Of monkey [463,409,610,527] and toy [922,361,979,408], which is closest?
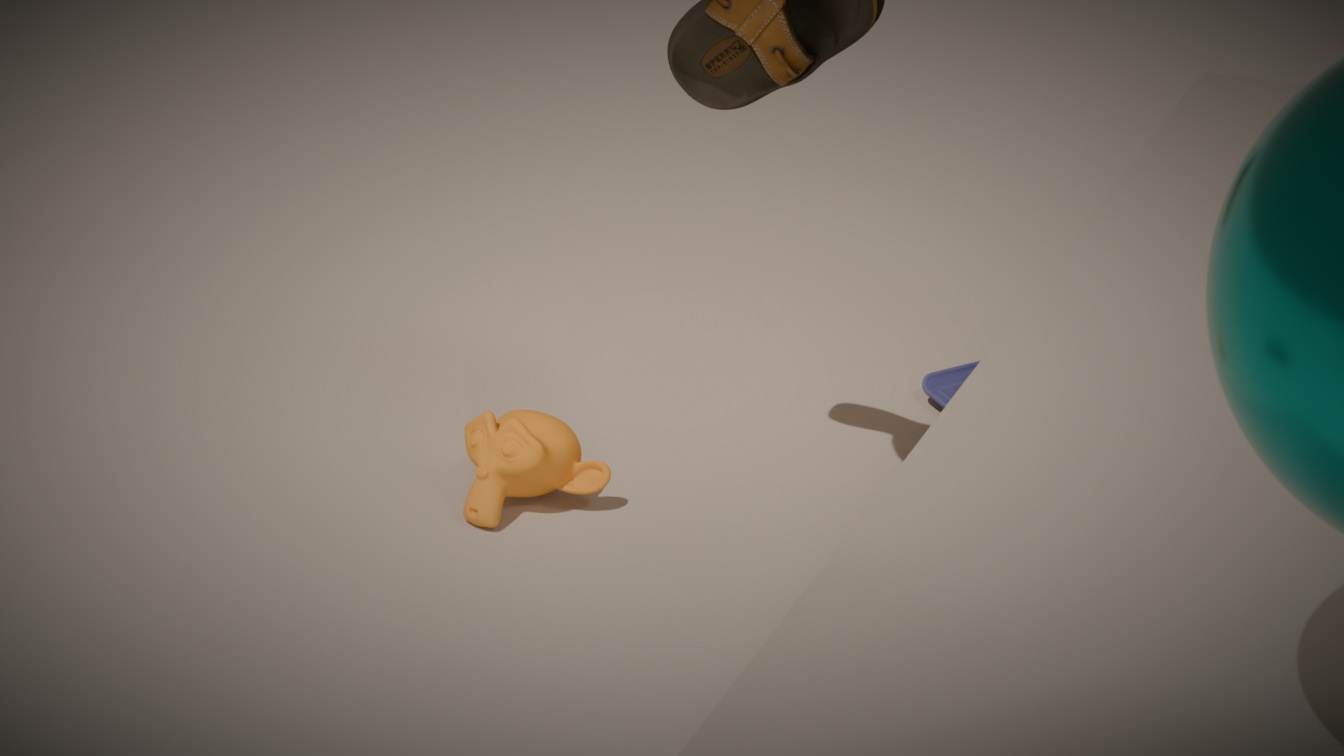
monkey [463,409,610,527]
